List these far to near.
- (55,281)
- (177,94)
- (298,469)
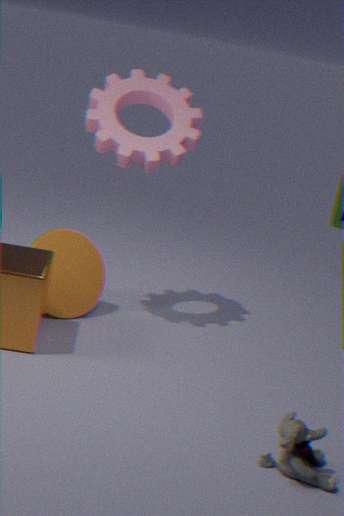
(177,94) < (55,281) < (298,469)
